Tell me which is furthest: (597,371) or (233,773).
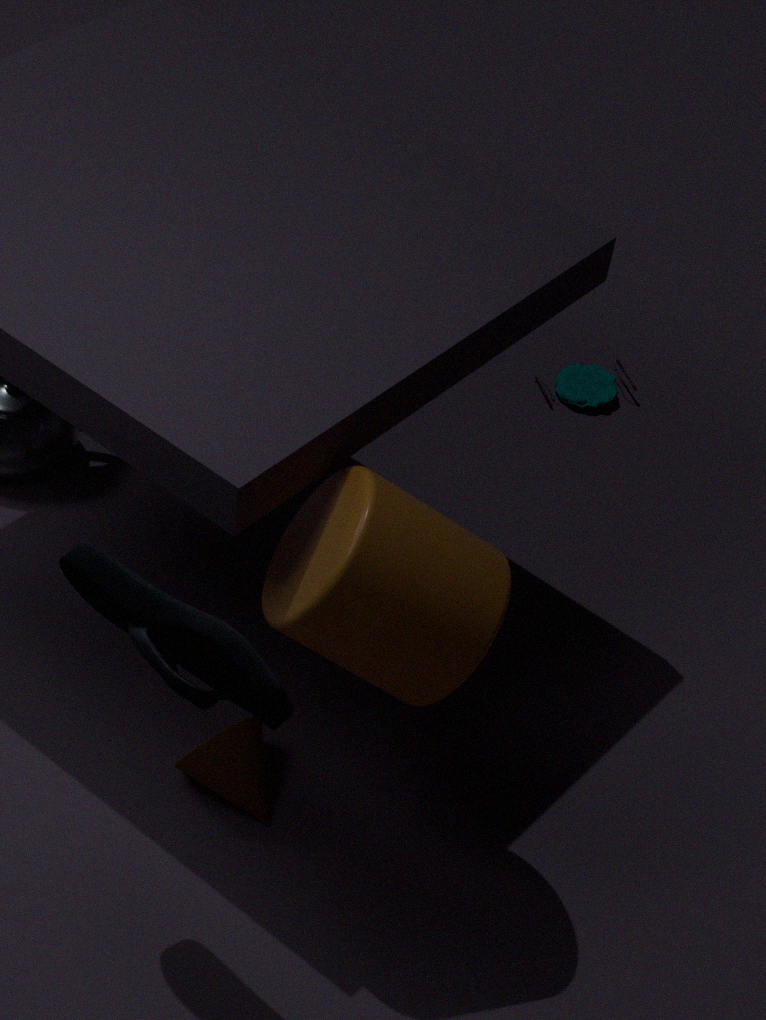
(597,371)
